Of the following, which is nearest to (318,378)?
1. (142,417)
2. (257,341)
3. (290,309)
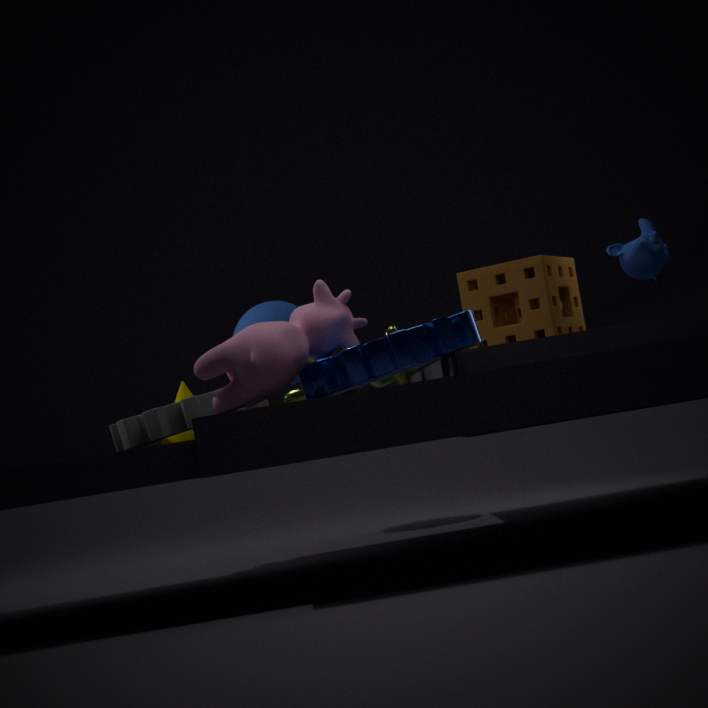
(257,341)
